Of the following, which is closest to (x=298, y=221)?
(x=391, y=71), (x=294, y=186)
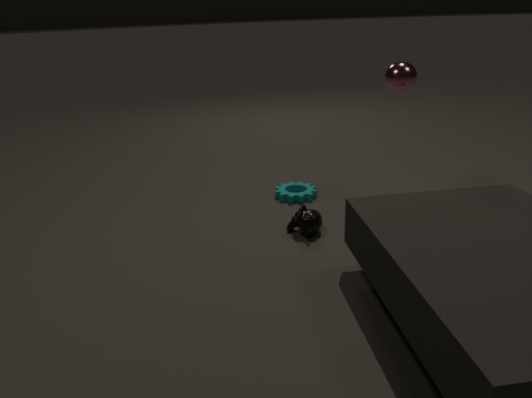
(x=294, y=186)
